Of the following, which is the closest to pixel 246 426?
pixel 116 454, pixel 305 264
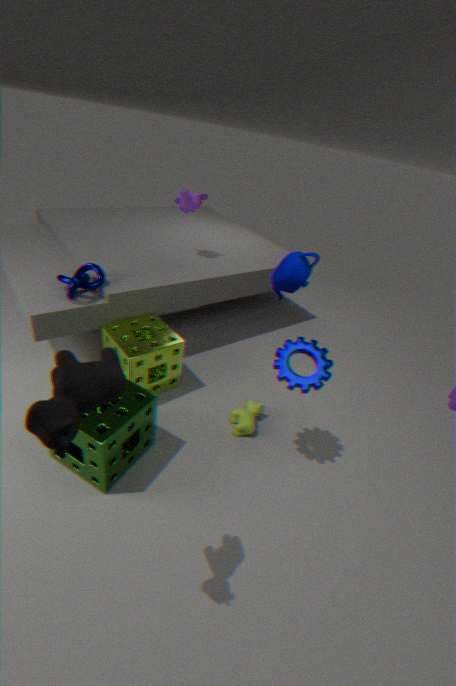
pixel 116 454
